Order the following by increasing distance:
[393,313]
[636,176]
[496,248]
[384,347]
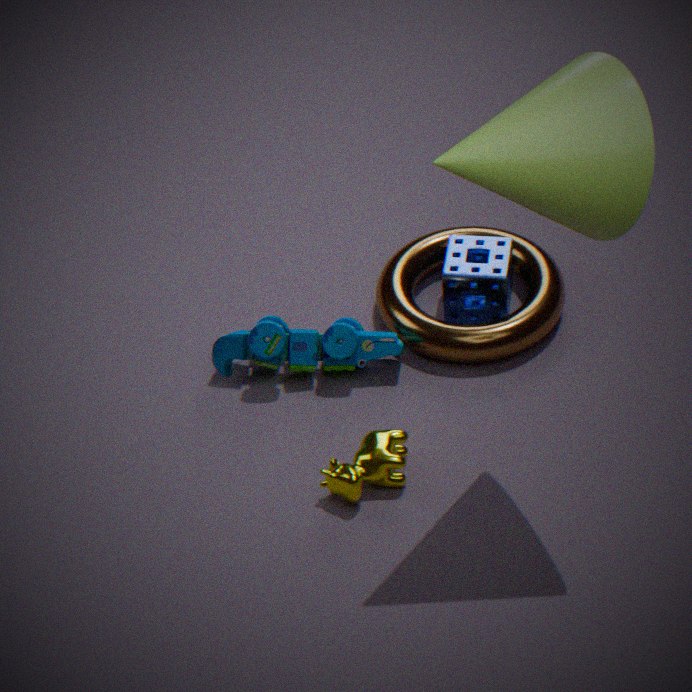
[636,176] < [384,347] < [393,313] < [496,248]
